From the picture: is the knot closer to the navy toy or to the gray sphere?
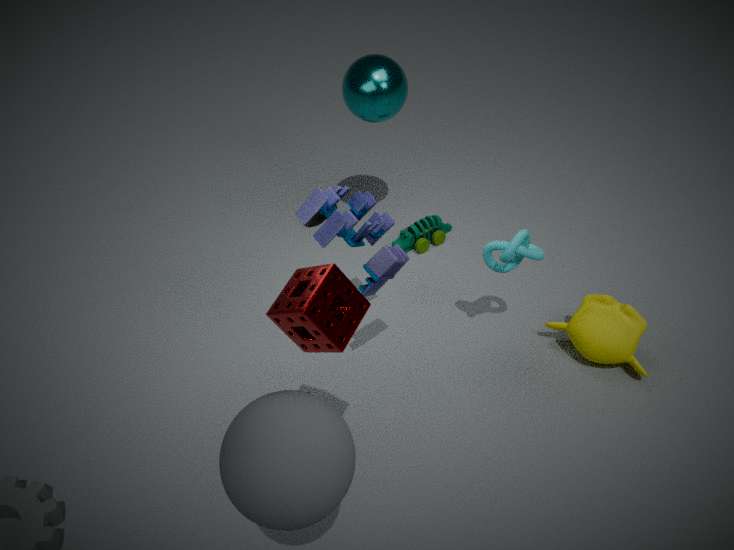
the navy toy
